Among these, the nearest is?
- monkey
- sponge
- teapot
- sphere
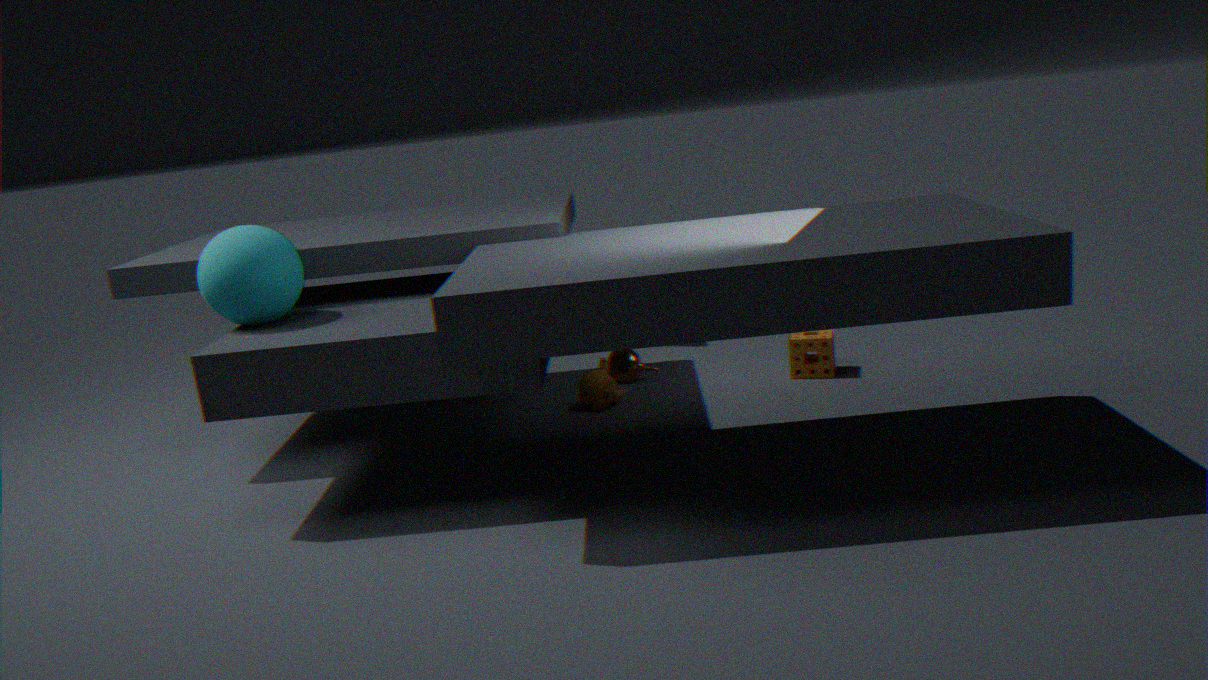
sphere
